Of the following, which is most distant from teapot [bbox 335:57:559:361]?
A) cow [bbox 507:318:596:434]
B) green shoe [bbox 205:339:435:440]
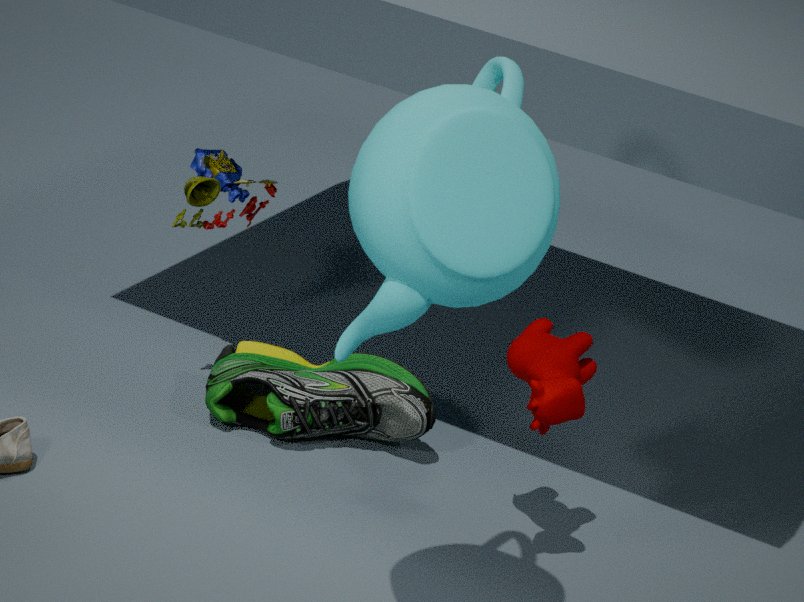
green shoe [bbox 205:339:435:440]
